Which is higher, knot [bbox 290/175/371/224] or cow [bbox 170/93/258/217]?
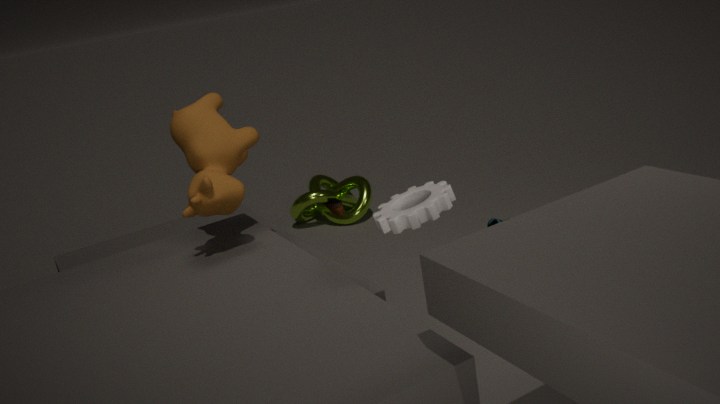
cow [bbox 170/93/258/217]
